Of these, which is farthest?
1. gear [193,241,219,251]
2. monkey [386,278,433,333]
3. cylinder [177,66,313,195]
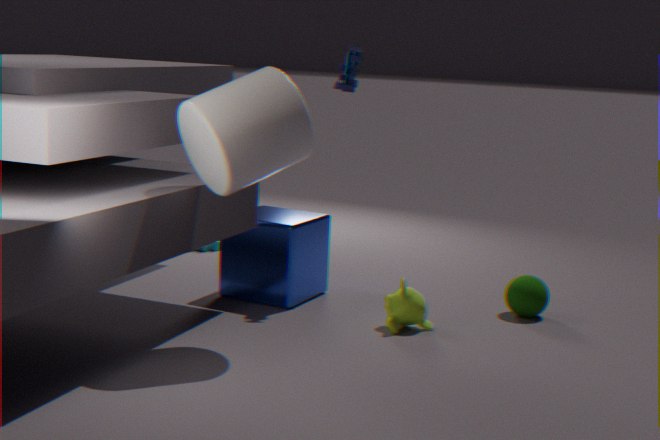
gear [193,241,219,251]
